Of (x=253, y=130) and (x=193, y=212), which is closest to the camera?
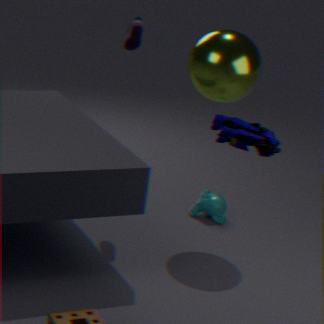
(x=253, y=130)
